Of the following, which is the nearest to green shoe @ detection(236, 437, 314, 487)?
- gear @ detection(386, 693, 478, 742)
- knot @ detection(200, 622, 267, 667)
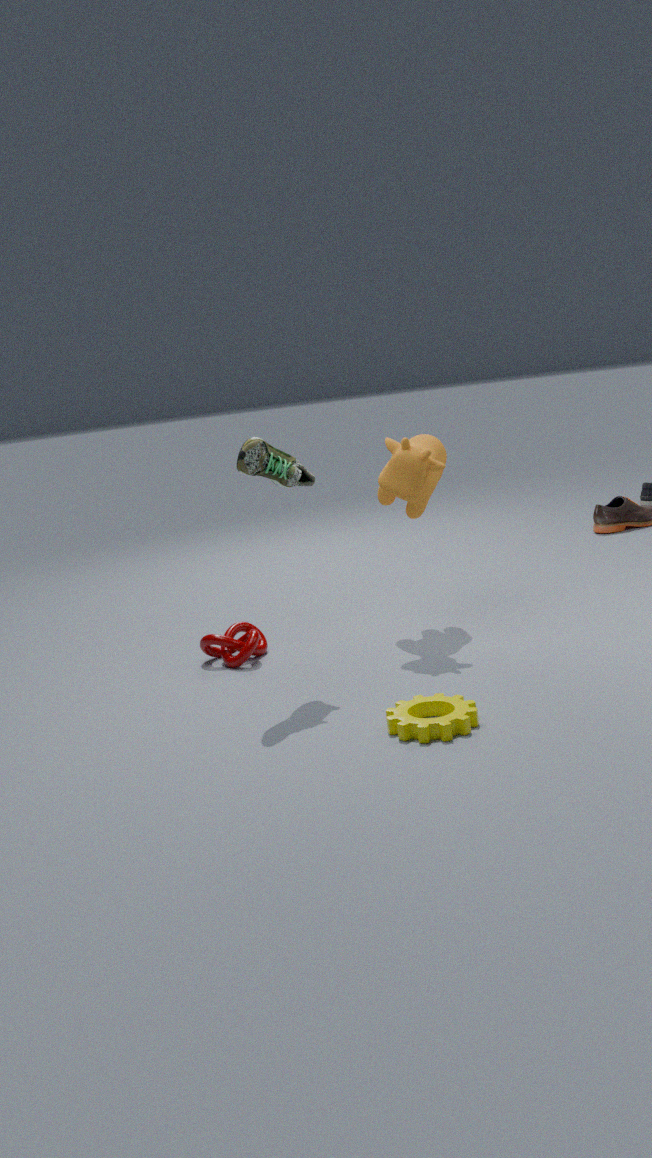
knot @ detection(200, 622, 267, 667)
